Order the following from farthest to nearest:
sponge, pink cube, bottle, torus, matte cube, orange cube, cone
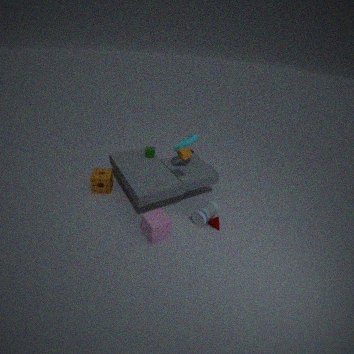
matte cube → sponge → torus → cone → bottle → orange cube → pink cube
